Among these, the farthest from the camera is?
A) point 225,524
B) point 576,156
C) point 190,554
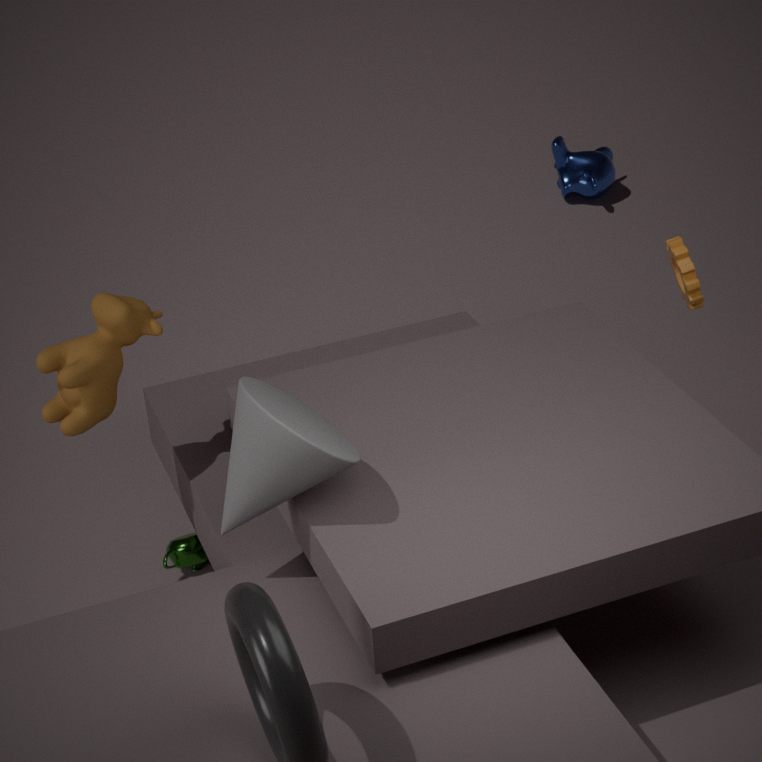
point 576,156
